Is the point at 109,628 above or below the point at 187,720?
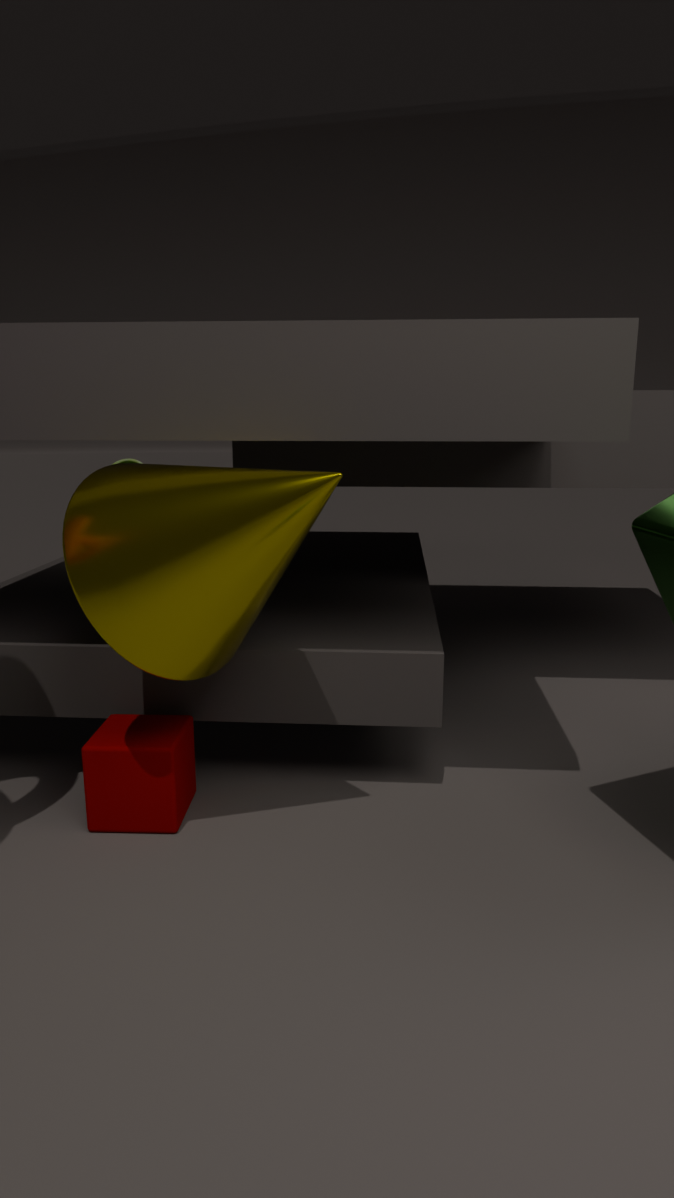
above
